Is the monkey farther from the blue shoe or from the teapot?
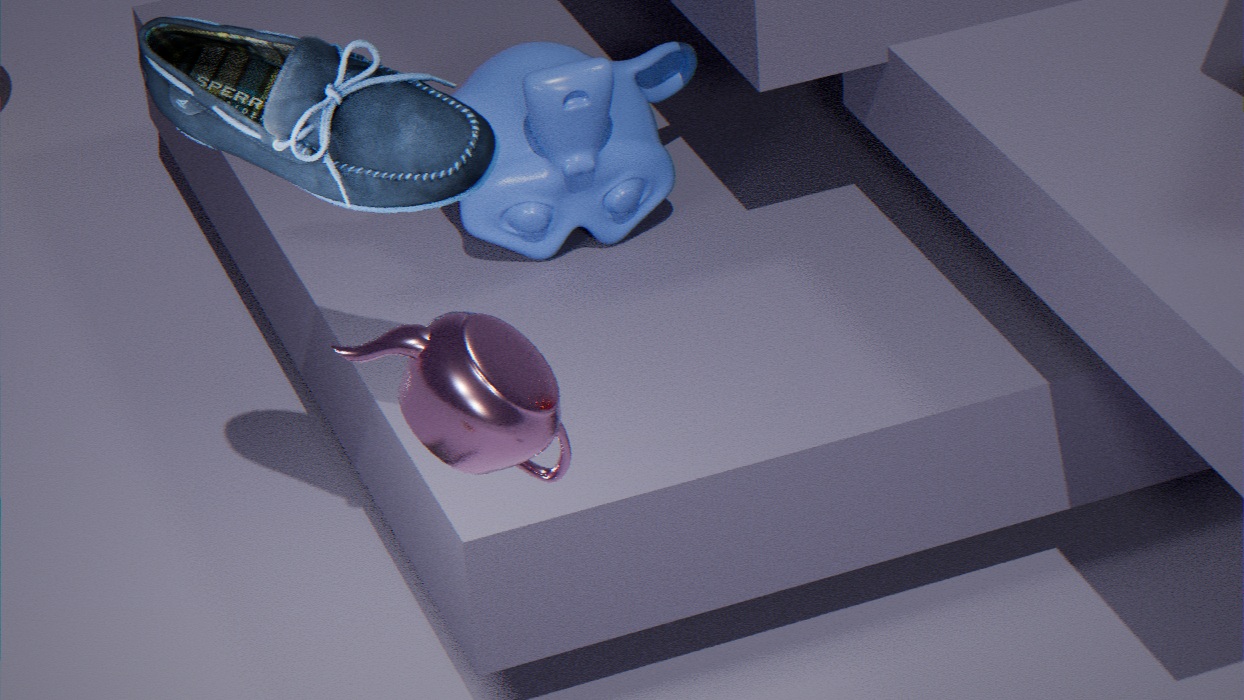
the teapot
